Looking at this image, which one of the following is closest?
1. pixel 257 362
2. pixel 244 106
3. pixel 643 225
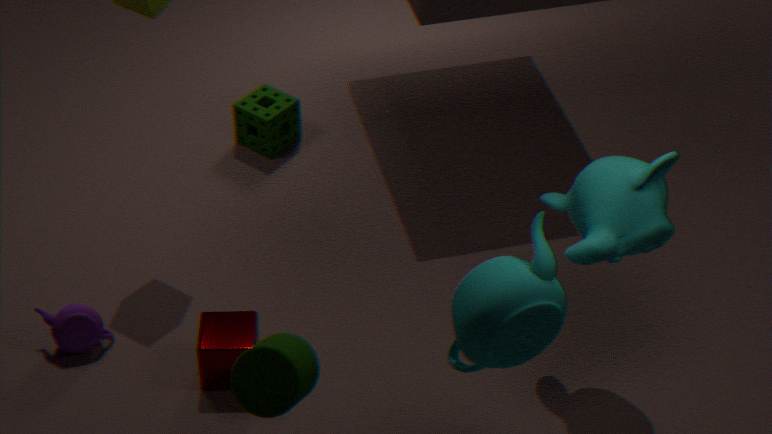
pixel 257 362
